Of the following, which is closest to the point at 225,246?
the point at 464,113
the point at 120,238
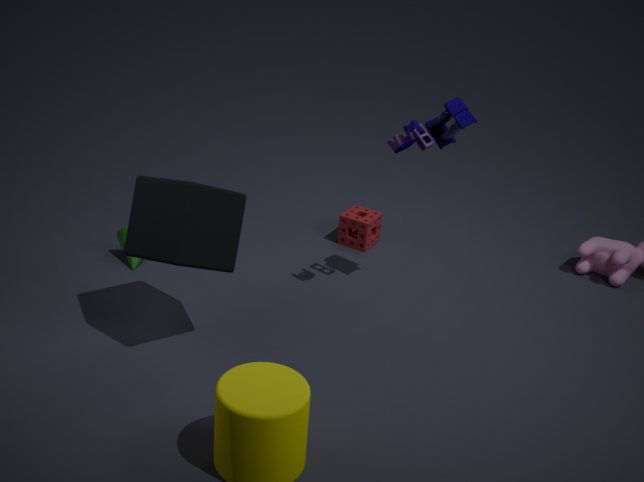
the point at 120,238
